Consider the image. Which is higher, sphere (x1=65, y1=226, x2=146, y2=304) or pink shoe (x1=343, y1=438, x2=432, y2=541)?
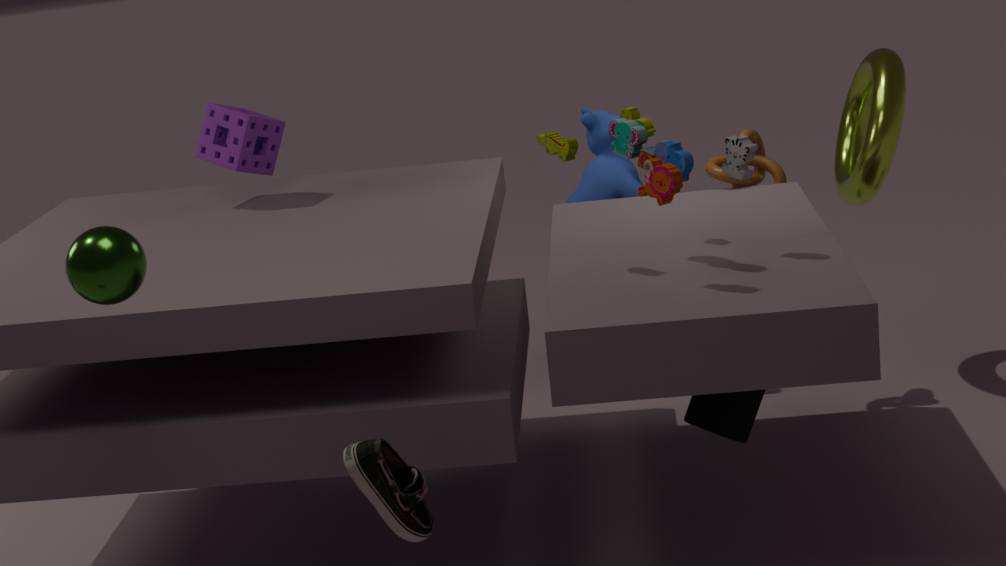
sphere (x1=65, y1=226, x2=146, y2=304)
